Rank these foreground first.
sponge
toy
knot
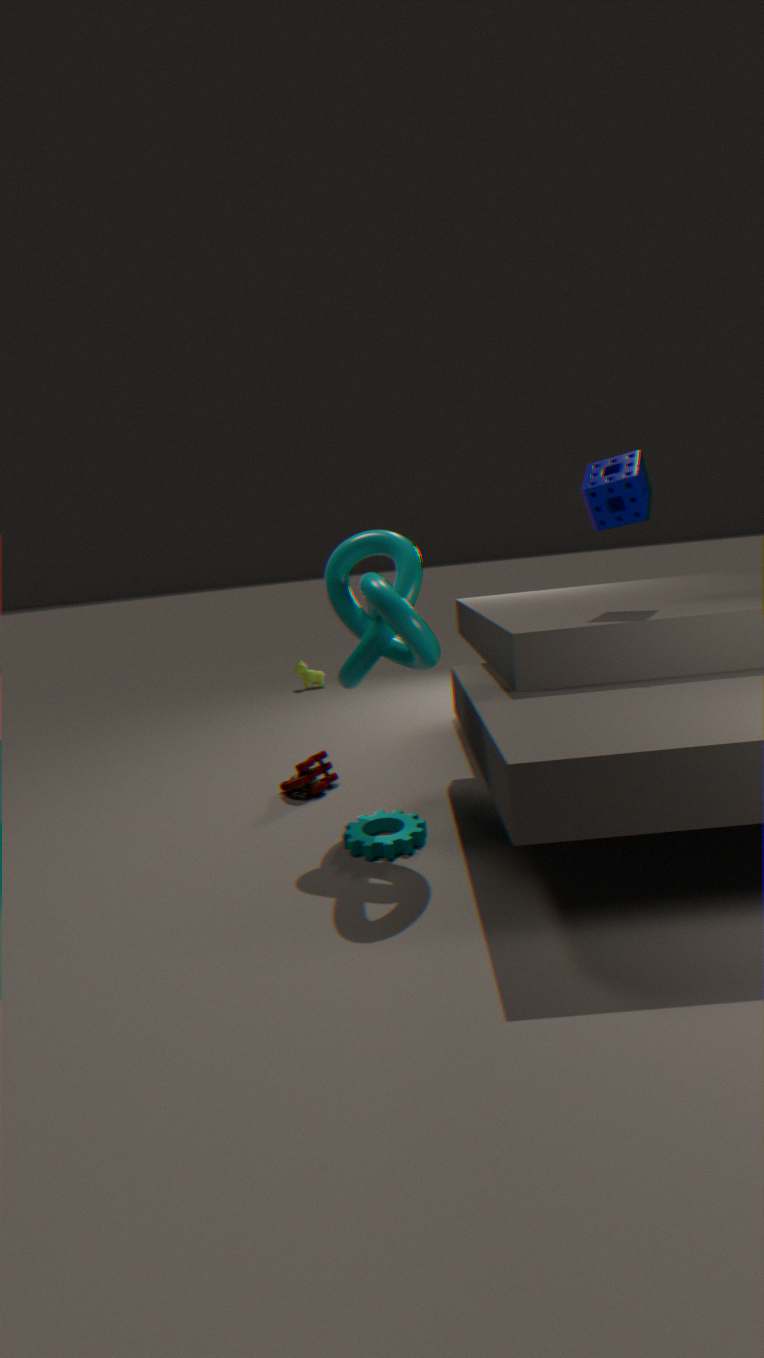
knot → sponge → toy
